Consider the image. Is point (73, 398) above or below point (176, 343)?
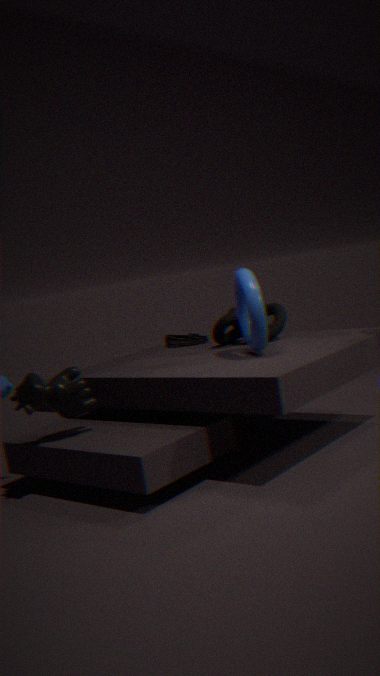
below
